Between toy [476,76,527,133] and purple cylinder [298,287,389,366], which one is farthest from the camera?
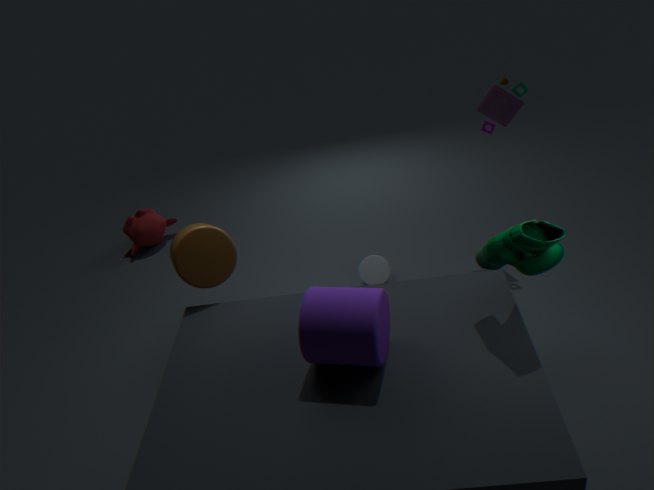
toy [476,76,527,133]
